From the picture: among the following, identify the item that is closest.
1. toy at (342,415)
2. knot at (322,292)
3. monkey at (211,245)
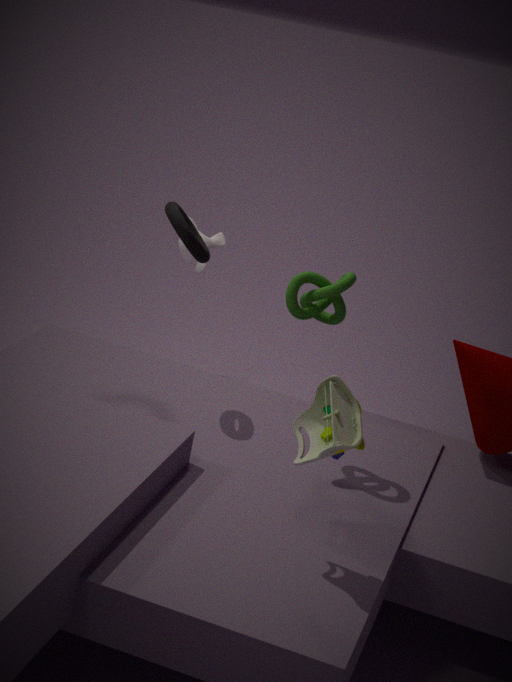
toy at (342,415)
